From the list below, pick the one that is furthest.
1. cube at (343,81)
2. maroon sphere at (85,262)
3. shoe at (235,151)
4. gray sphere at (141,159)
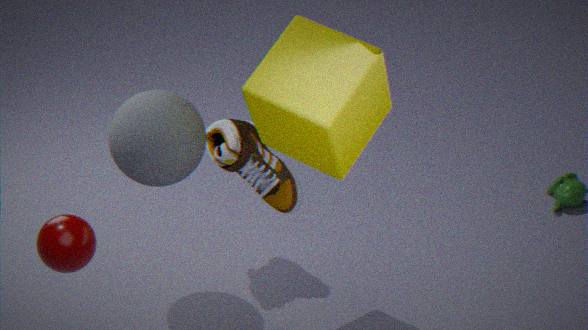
shoe at (235,151)
